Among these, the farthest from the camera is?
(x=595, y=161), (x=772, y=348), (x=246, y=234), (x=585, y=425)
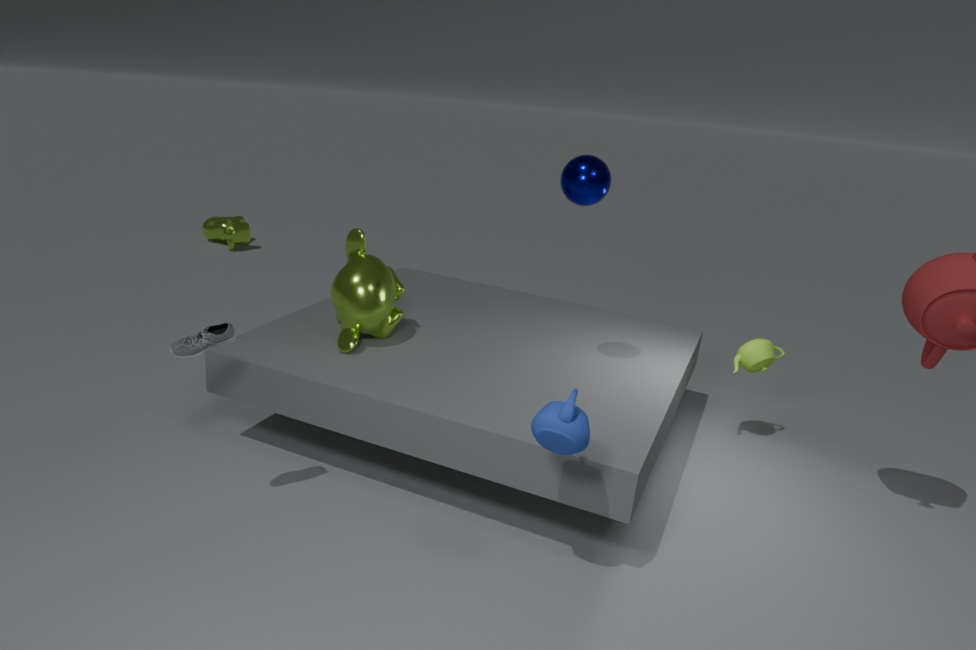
(x=246, y=234)
